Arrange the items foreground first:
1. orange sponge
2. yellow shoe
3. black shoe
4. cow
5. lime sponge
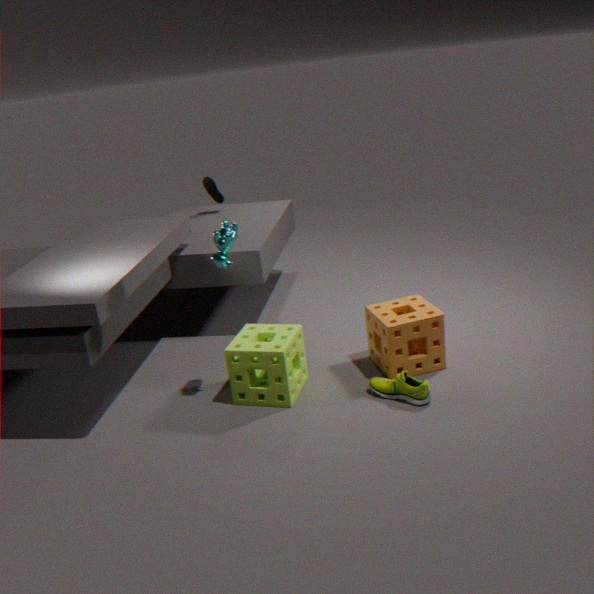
cow < yellow shoe < lime sponge < orange sponge < black shoe
